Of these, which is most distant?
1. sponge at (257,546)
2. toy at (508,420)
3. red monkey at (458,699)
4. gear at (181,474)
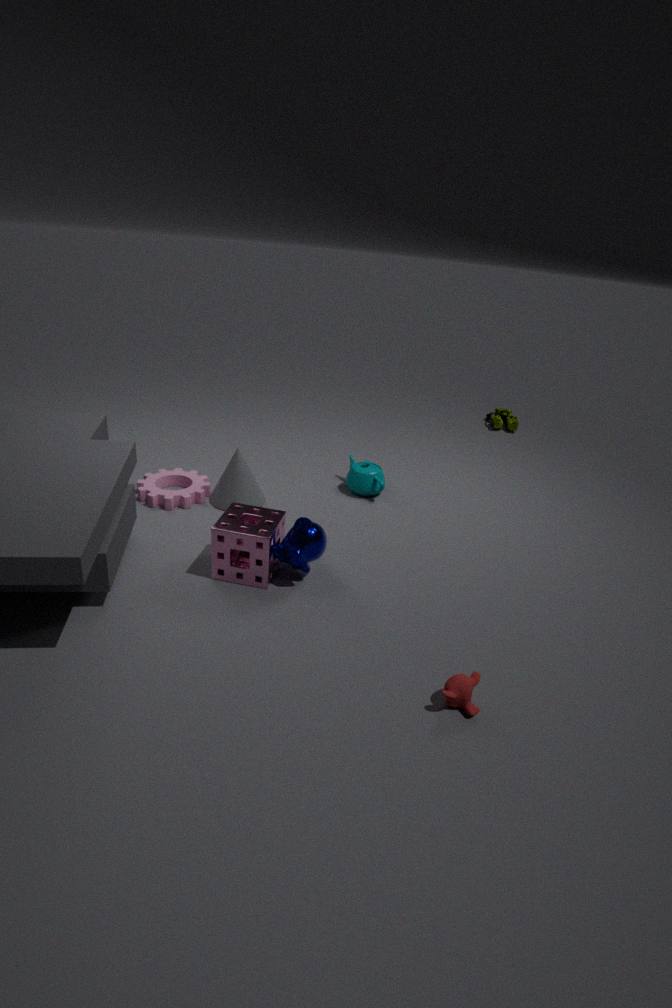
toy at (508,420)
